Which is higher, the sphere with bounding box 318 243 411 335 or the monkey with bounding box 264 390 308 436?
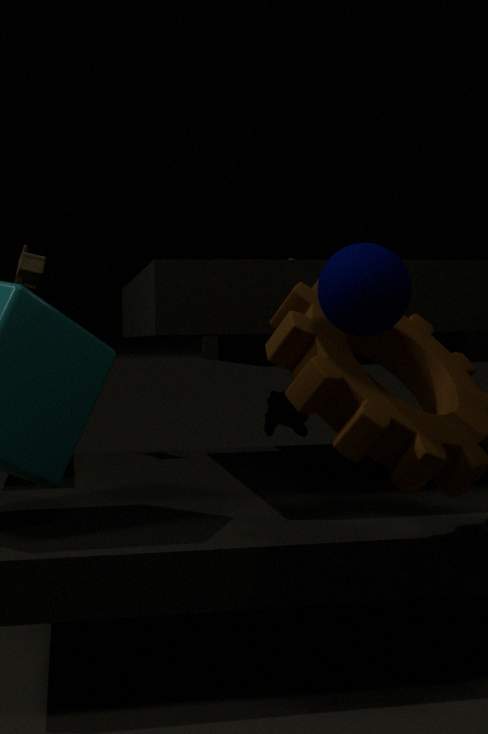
the sphere with bounding box 318 243 411 335
